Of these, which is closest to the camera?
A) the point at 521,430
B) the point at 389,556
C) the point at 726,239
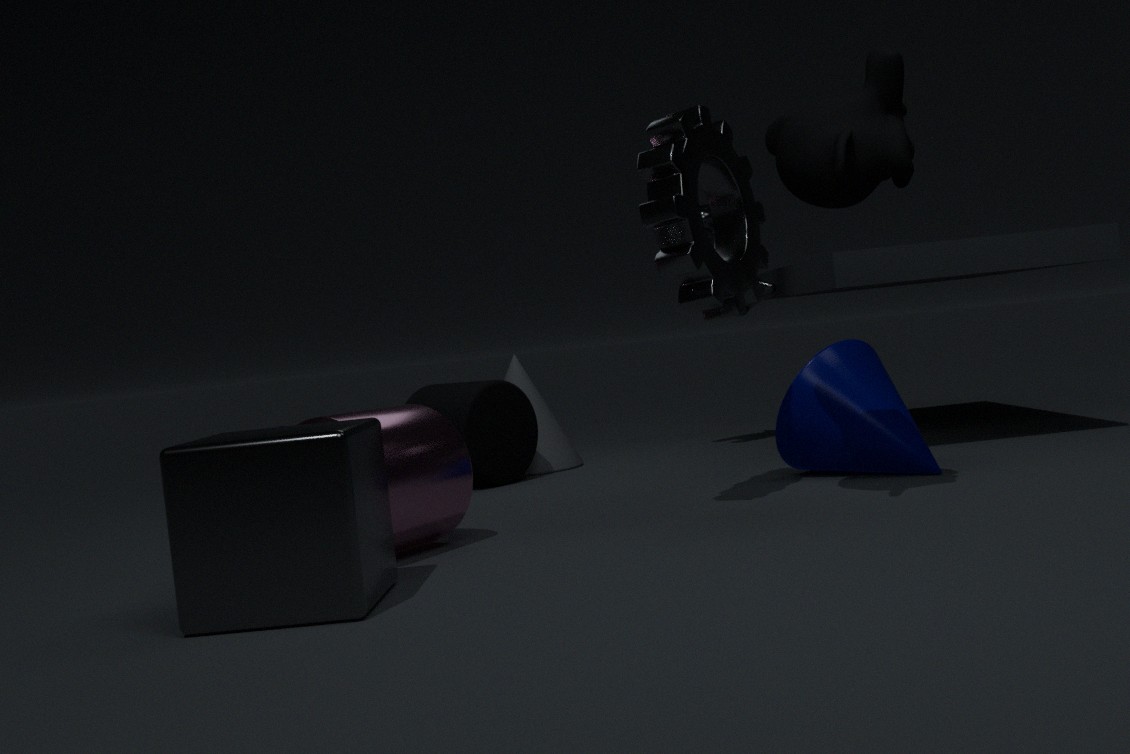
the point at 389,556
